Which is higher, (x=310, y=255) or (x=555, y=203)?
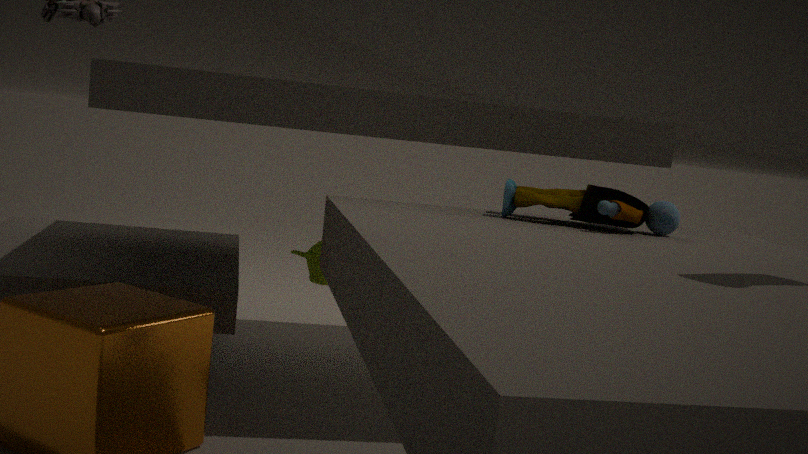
(x=555, y=203)
